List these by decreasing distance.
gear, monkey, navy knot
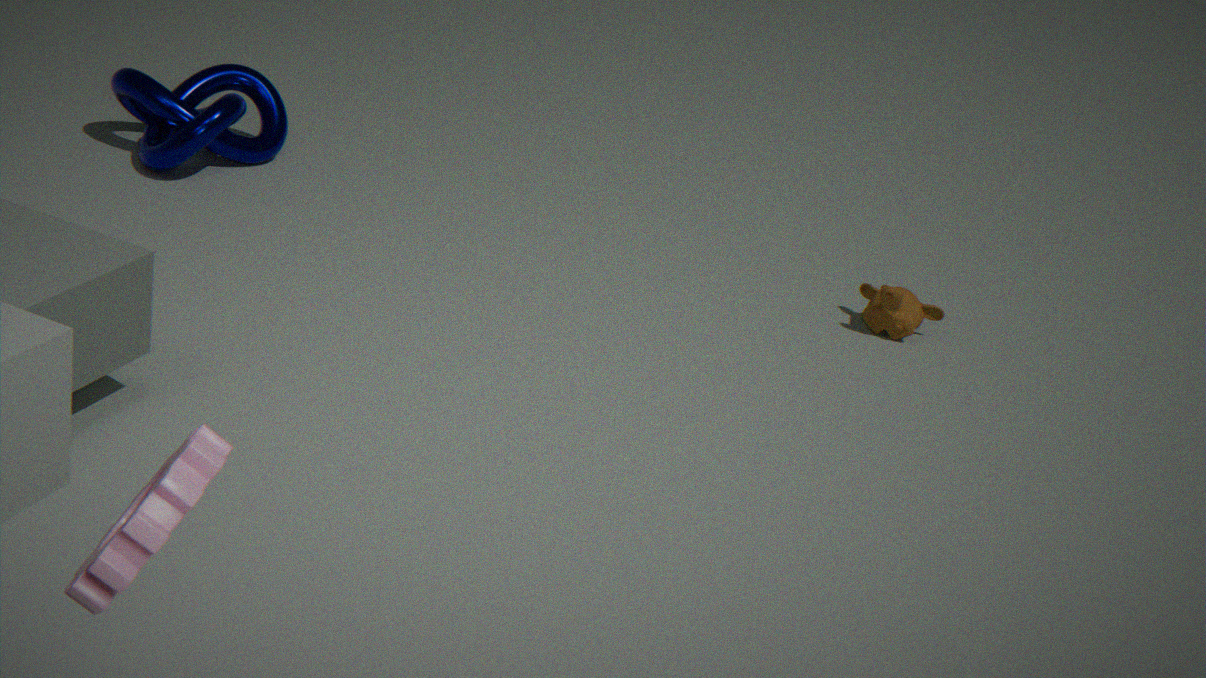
navy knot, monkey, gear
